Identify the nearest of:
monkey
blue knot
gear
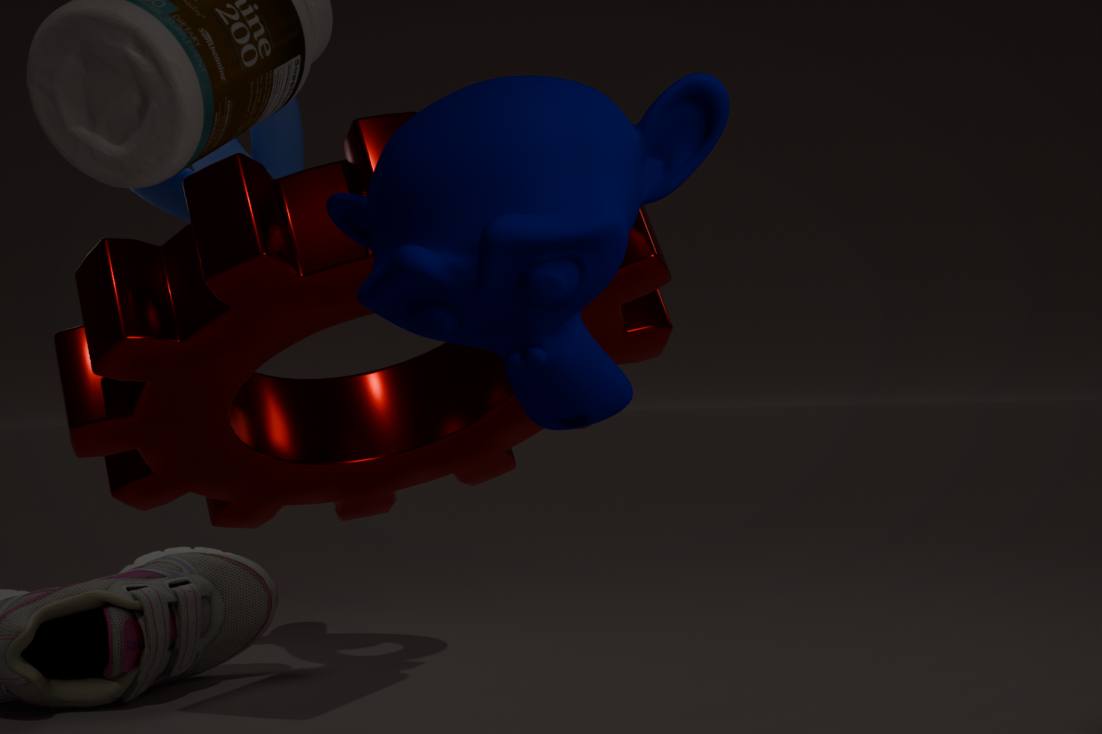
monkey
